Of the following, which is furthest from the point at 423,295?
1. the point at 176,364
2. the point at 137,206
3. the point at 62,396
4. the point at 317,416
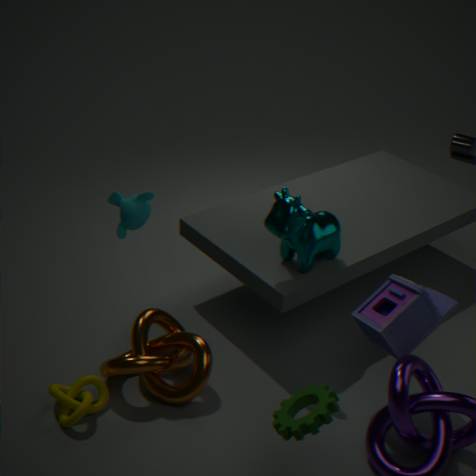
the point at 62,396
